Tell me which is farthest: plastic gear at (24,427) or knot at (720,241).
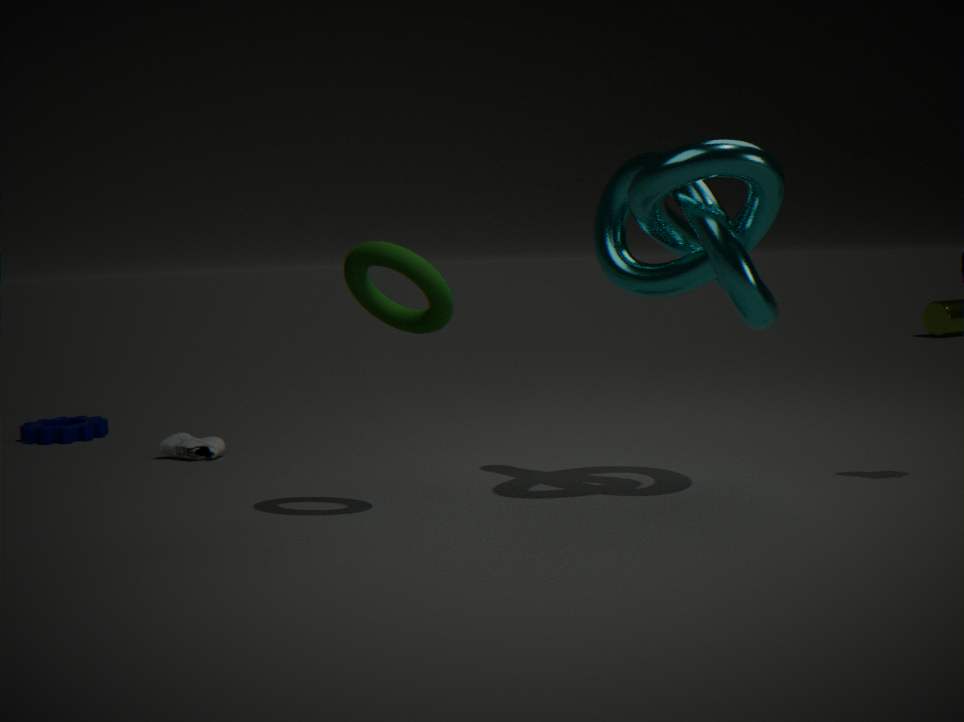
plastic gear at (24,427)
